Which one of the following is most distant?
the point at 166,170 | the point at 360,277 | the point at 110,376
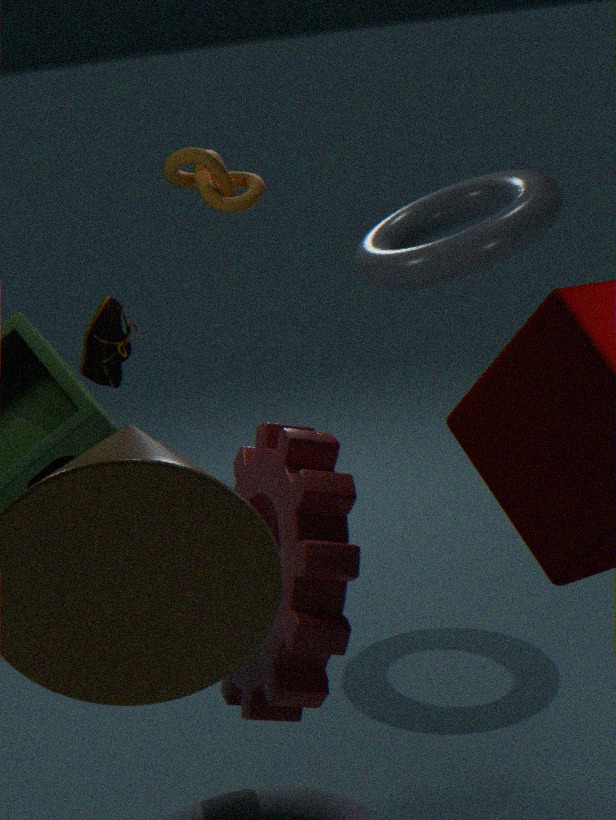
the point at 110,376
